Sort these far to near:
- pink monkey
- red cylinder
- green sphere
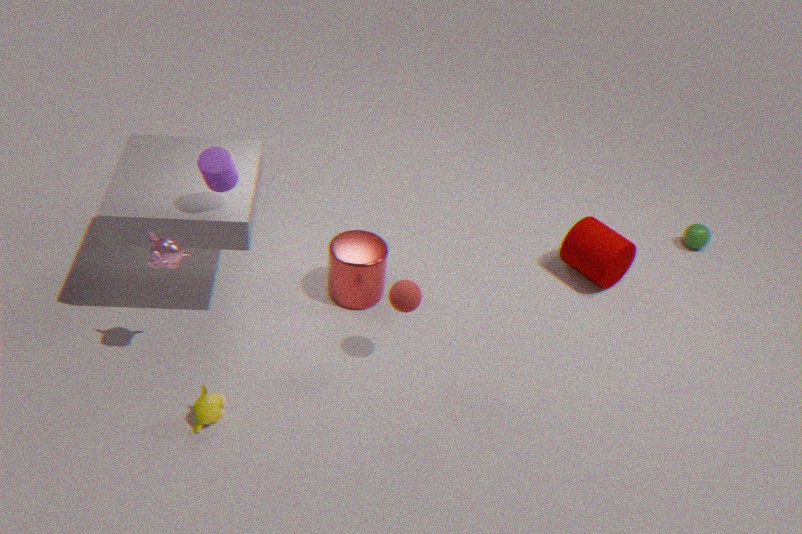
1. green sphere
2. red cylinder
3. pink monkey
